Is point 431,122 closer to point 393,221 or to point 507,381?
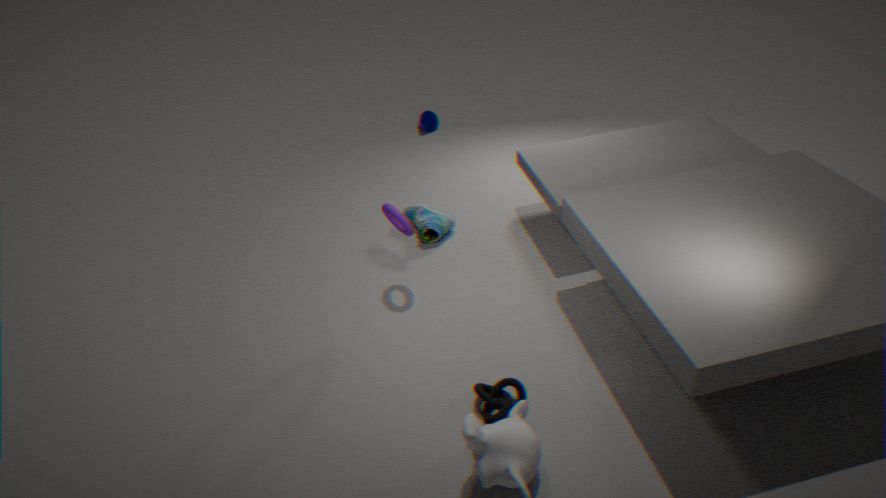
point 393,221
